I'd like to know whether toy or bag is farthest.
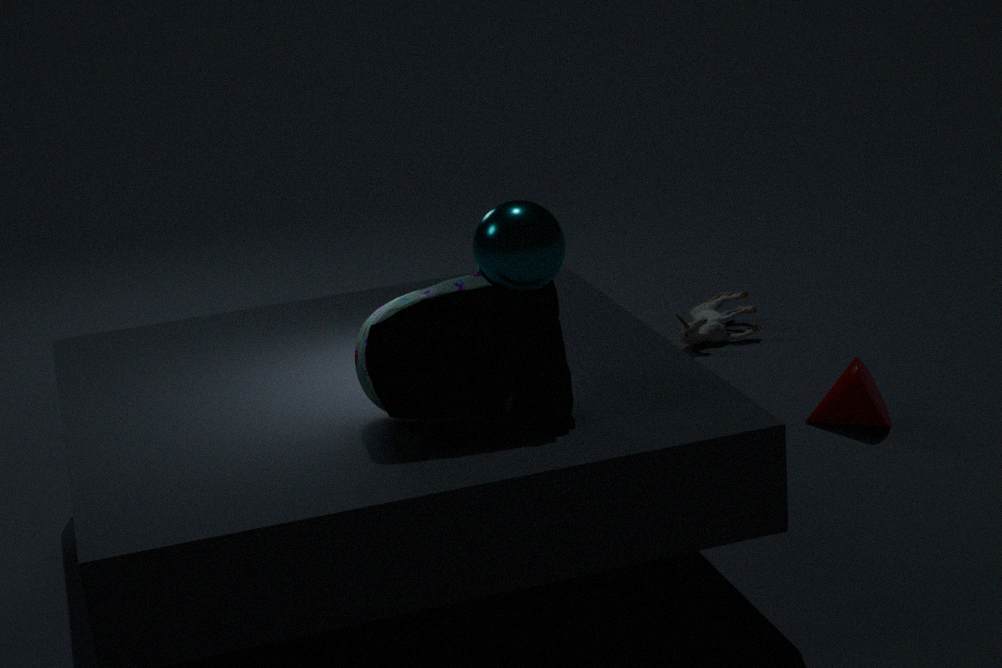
toy
